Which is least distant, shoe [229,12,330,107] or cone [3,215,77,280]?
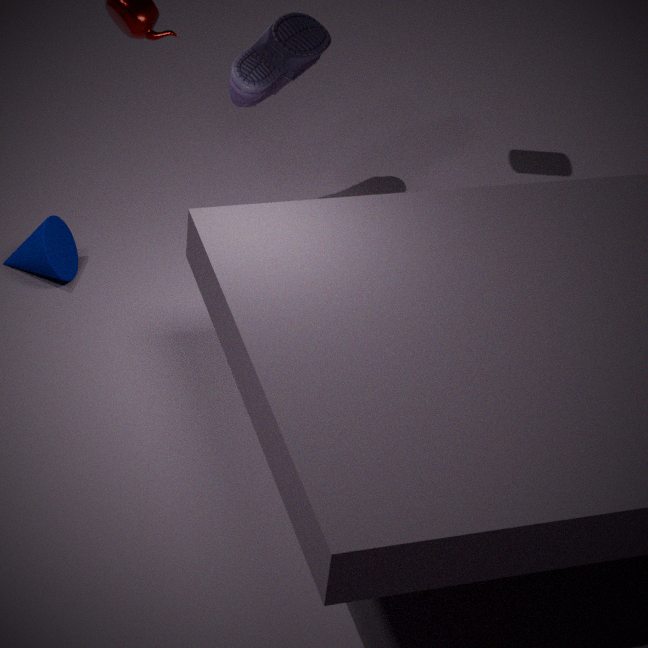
cone [3,215,77,280]
